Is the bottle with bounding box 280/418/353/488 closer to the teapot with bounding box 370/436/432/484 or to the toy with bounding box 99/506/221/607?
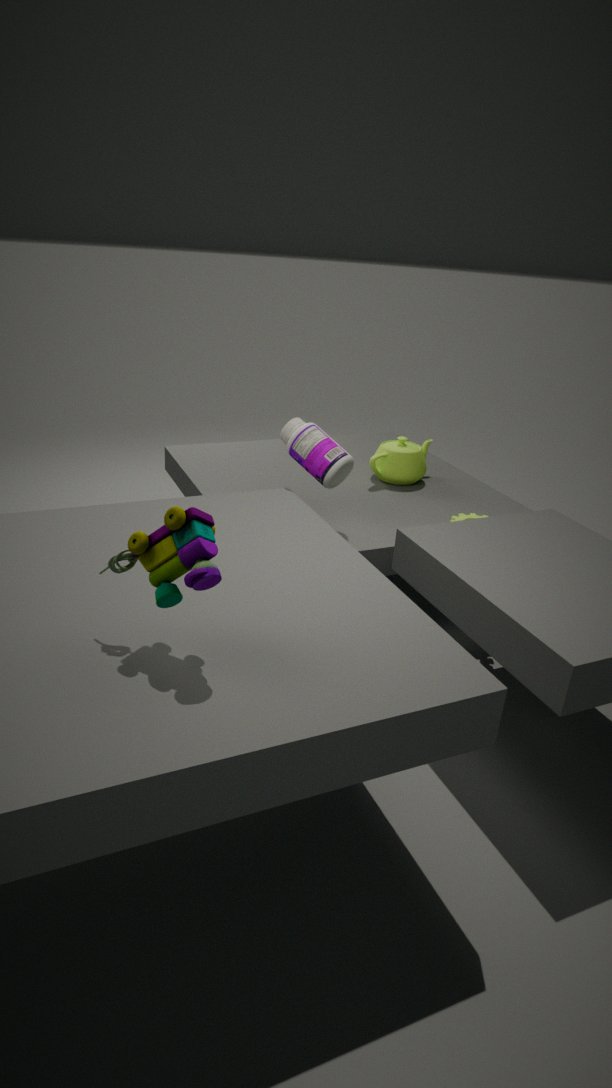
the teapot with bounding box 370/436/432/484
